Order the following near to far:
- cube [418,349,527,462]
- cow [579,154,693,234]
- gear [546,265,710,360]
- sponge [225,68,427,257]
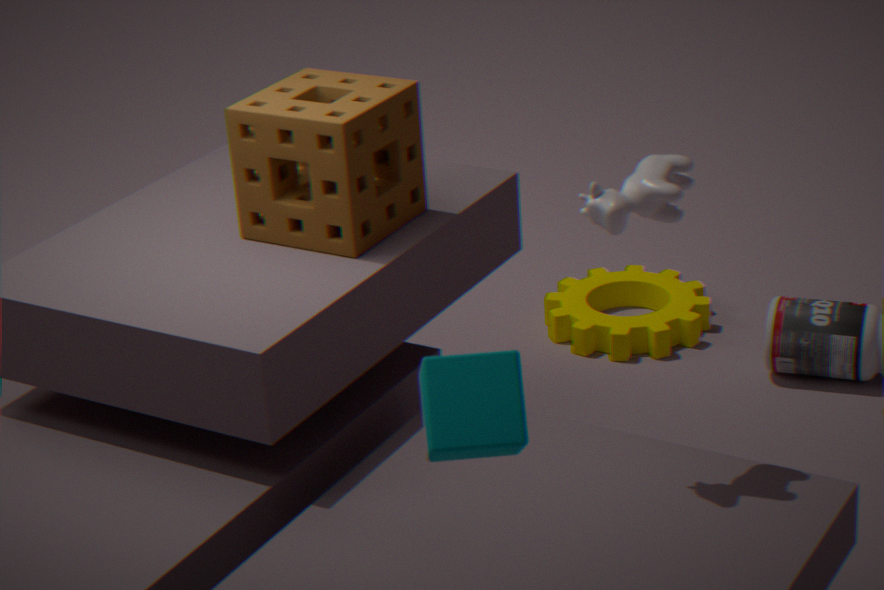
cube [418,349,527,462]
cow [579,154,693,234]
sponge [225,68,427,257]
gear [546,265,710,360]
